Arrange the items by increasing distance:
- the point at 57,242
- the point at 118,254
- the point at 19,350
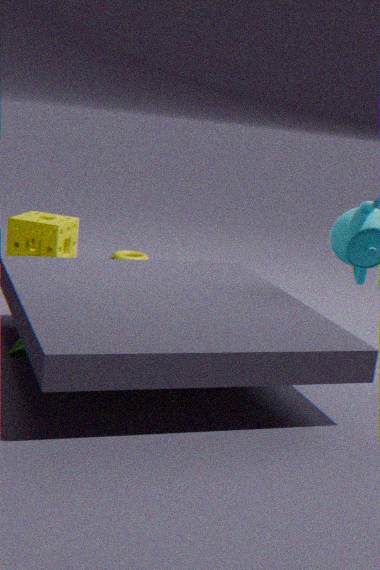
the point at 19,350 < the point at 57,242 < the point at 118,254
